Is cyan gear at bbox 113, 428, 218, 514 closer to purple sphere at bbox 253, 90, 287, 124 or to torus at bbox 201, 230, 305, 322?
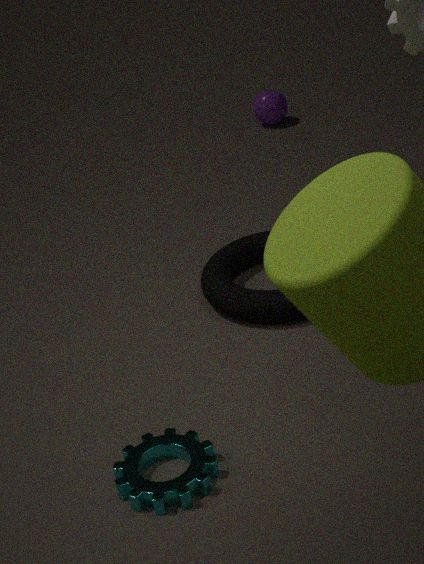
torus at bbox 201, 230, 305, 322
